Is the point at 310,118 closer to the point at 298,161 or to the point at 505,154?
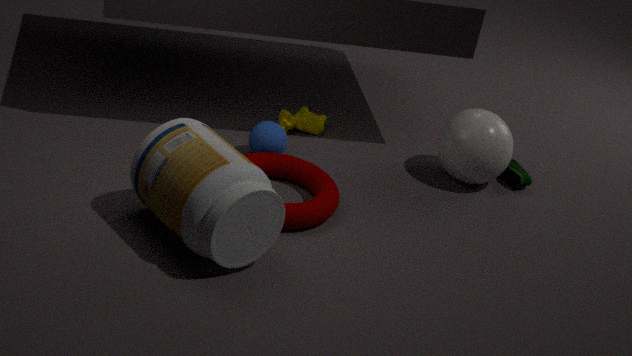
the point at 298,161
